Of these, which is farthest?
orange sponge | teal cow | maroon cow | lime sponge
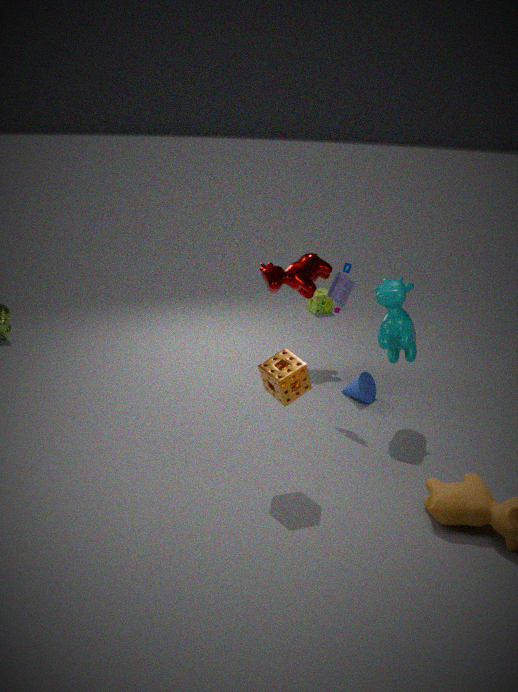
lime sponge
